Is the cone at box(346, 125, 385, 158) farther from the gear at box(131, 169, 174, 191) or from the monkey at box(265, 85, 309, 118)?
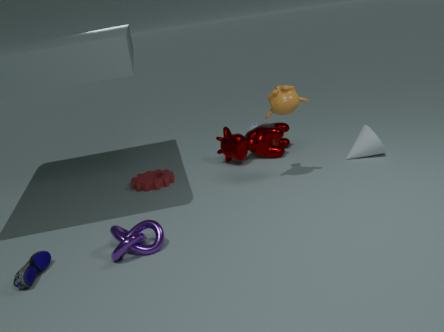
the gear at box(131, 169, 174, 191)
